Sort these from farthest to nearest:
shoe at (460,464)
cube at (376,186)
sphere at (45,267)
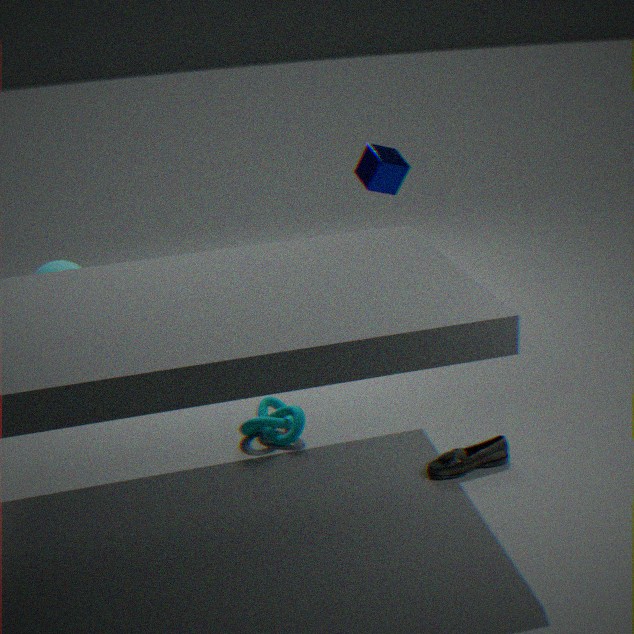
sphere at (45,267) < cube at (376,186) < shoe at (460,464)
